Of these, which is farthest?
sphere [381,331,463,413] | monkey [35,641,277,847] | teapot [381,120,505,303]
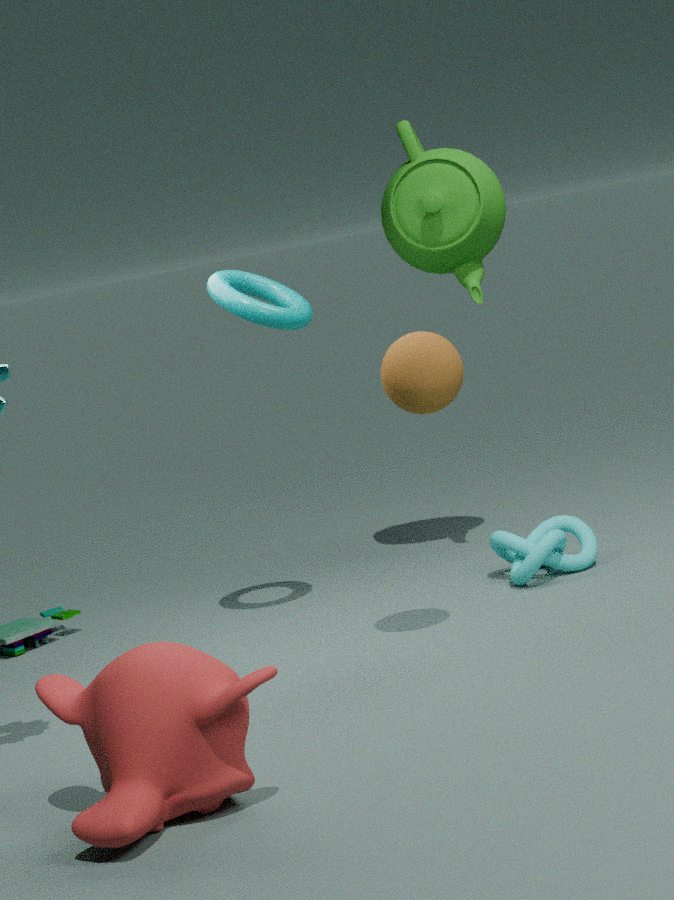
teapot [381,120,505,303]
